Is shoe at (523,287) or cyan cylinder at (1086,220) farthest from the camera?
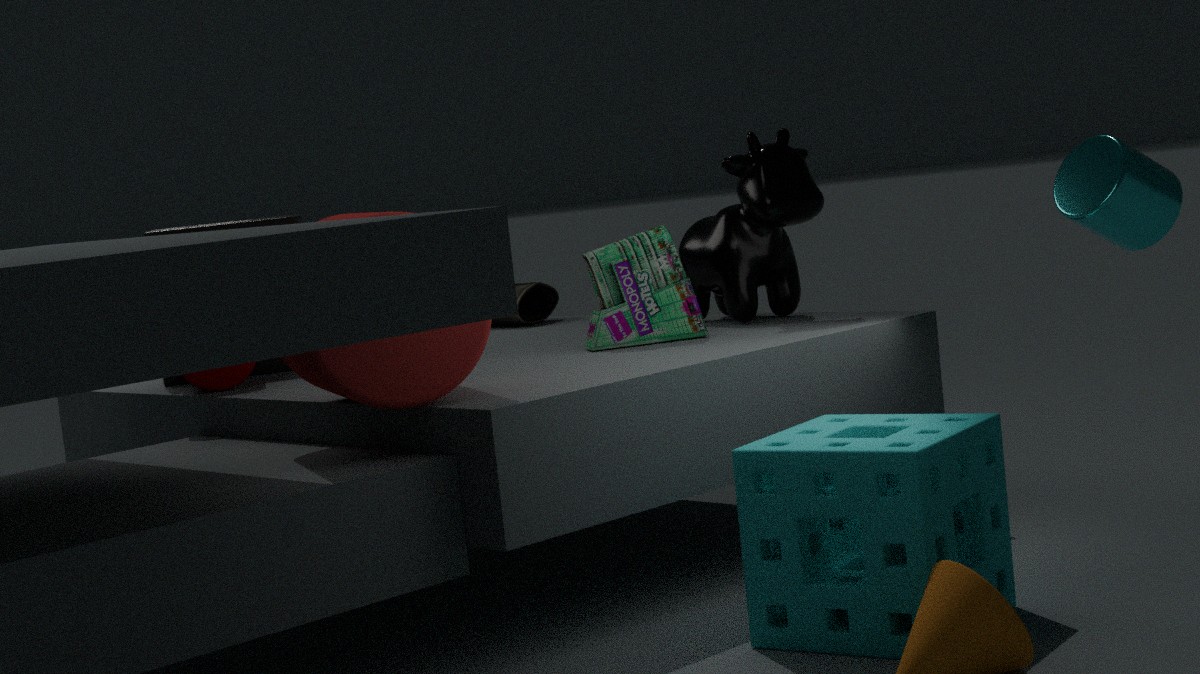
shoe at (523,287)
